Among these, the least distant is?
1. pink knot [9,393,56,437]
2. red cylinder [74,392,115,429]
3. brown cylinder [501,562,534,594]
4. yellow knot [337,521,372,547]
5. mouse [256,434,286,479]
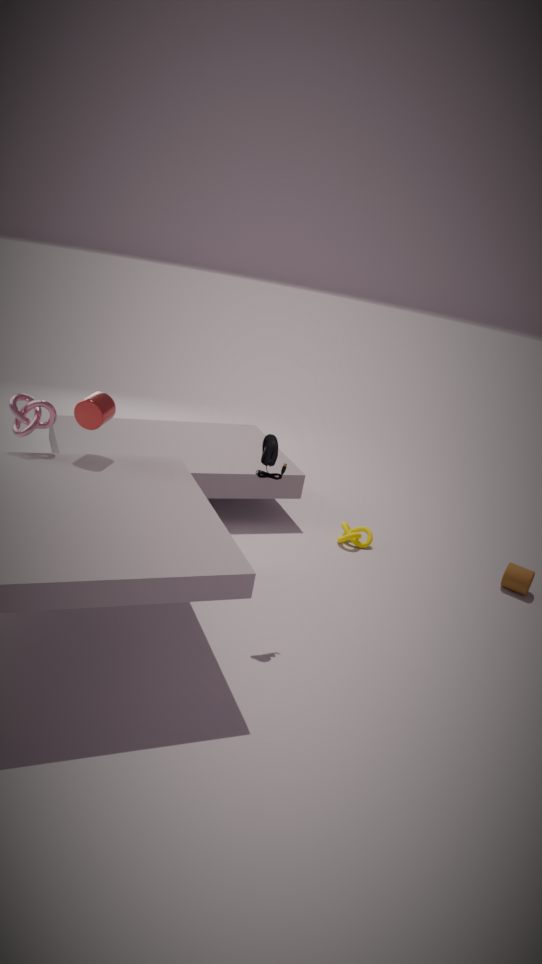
mouse [256,434,286,479]
